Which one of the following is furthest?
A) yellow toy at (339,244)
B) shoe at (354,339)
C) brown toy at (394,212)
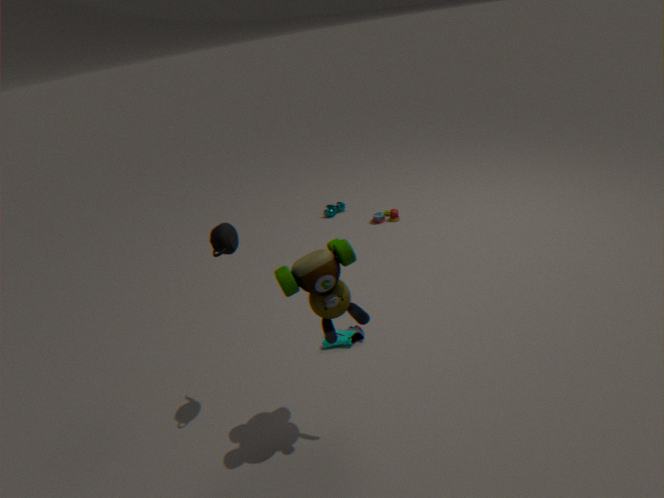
brown toy at (394,212)
